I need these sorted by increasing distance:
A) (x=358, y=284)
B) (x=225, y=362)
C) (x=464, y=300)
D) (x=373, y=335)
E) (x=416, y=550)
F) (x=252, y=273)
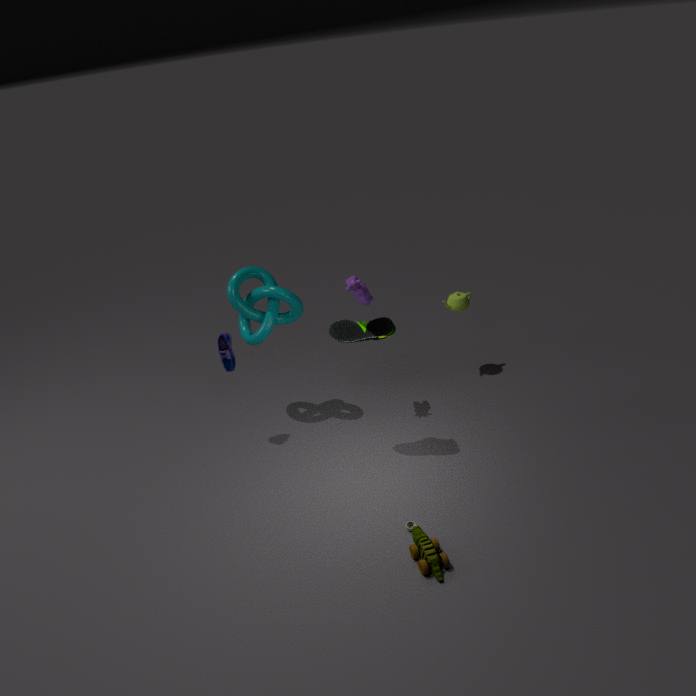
(x=416, y=550)
(x=373, y=335)
(x=358, y=284)
(x=225, y=362)
(x=252, y=273)
(x=464, y=300)
